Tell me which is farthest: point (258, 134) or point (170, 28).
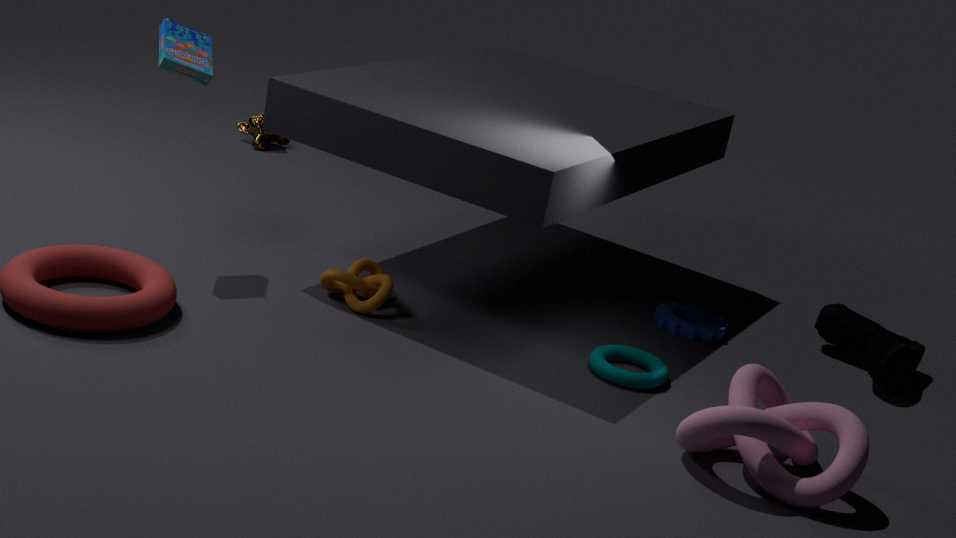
point (258, 134)
